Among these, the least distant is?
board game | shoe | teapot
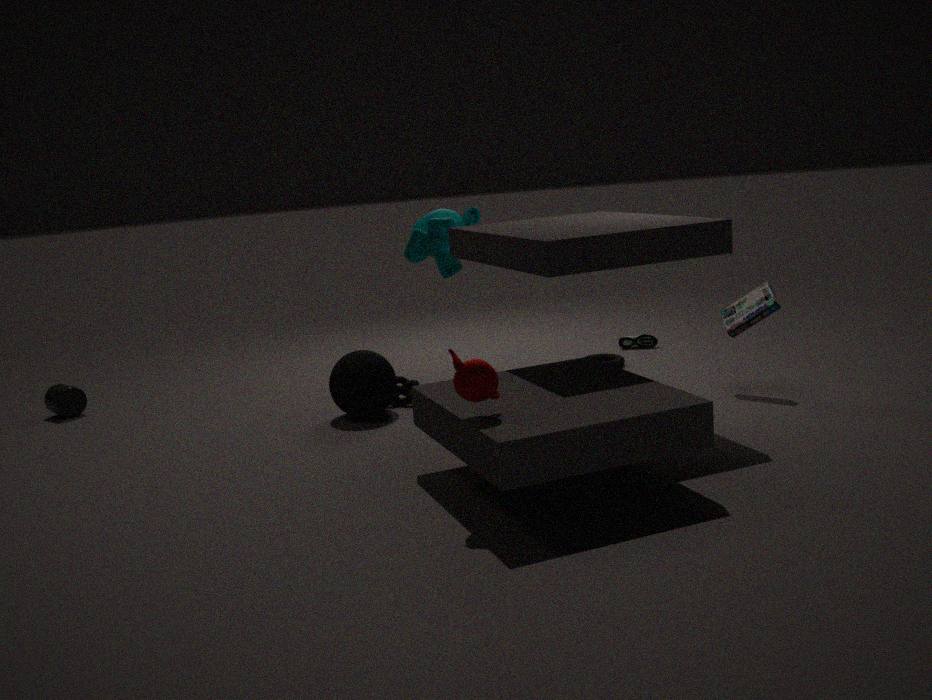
teapot
